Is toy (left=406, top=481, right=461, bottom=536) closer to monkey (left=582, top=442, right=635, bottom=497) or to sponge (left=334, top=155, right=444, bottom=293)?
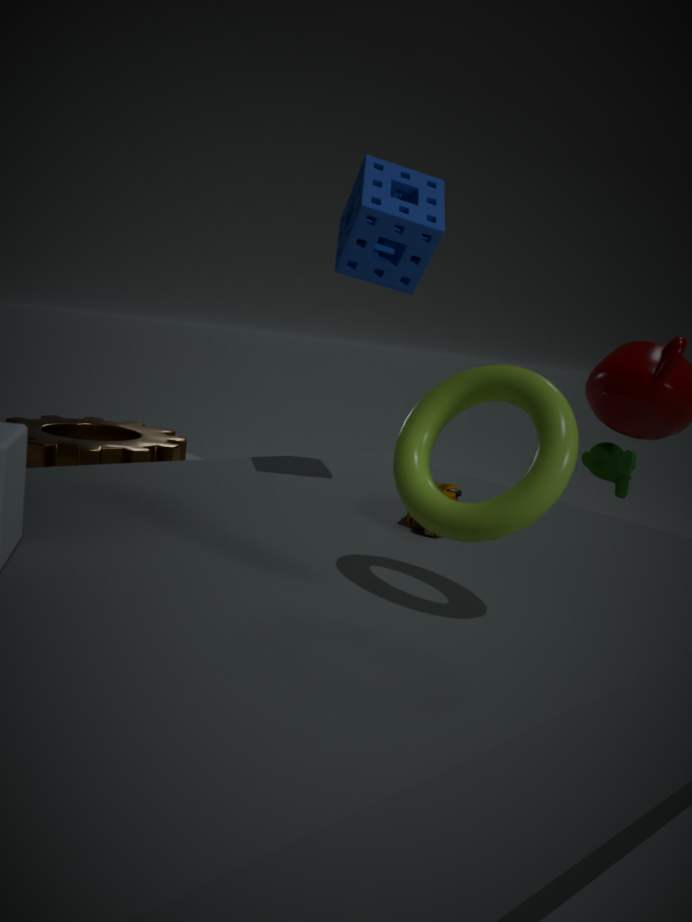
sponge (left=334, top=155, right=444, bottom=293)
